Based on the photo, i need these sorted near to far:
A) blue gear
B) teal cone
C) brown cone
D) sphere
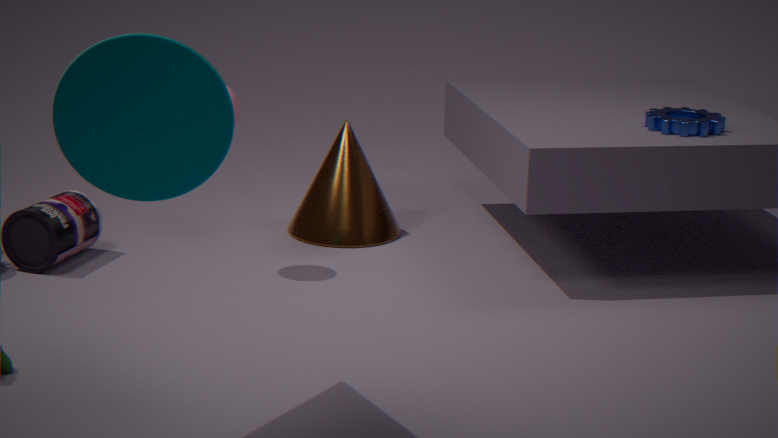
1. teal cone
2. sphere
3. blue gear
4. brown cone
